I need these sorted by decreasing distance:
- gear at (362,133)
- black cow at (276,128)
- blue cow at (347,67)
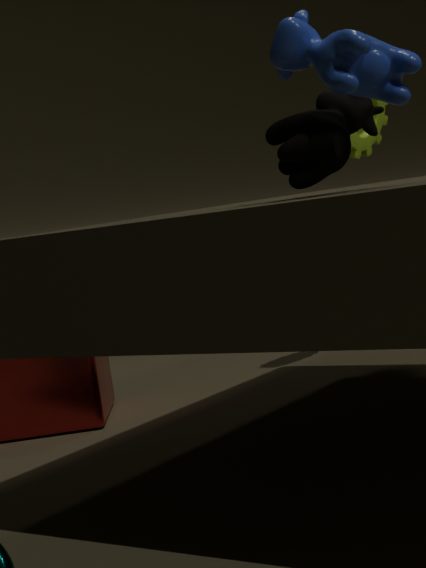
gear at (362,133), black cow at (276,128), blue cow at (347,67)
